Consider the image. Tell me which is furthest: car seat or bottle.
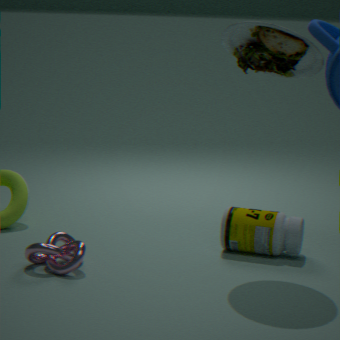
bottle
